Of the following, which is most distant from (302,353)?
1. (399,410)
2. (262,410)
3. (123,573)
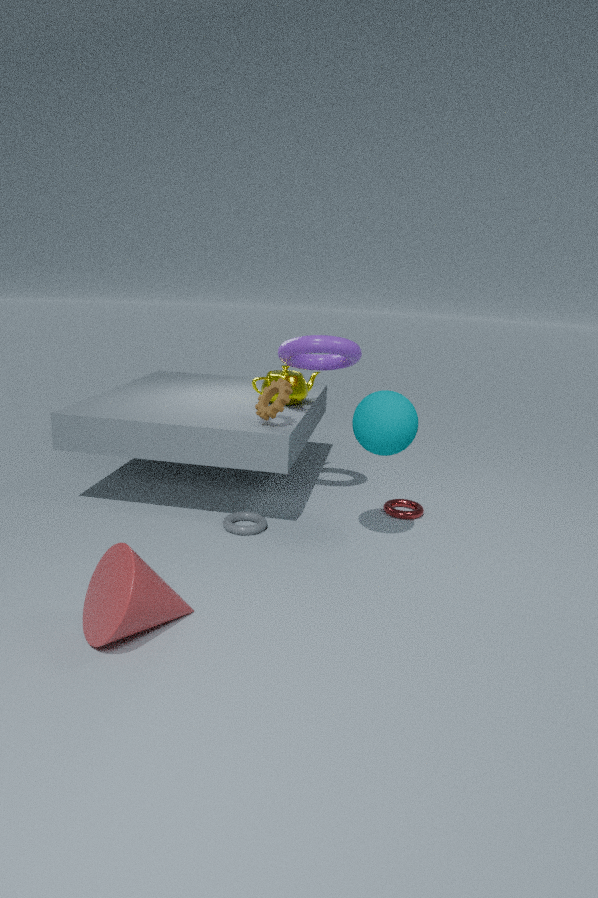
(123,573)
